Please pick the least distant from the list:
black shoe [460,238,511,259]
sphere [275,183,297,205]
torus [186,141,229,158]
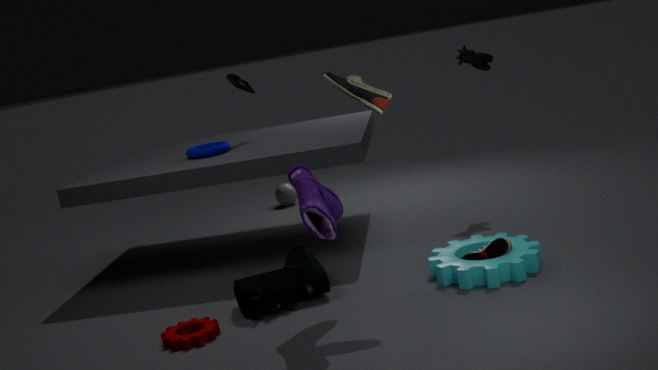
black shoe [460,238,511,259]
